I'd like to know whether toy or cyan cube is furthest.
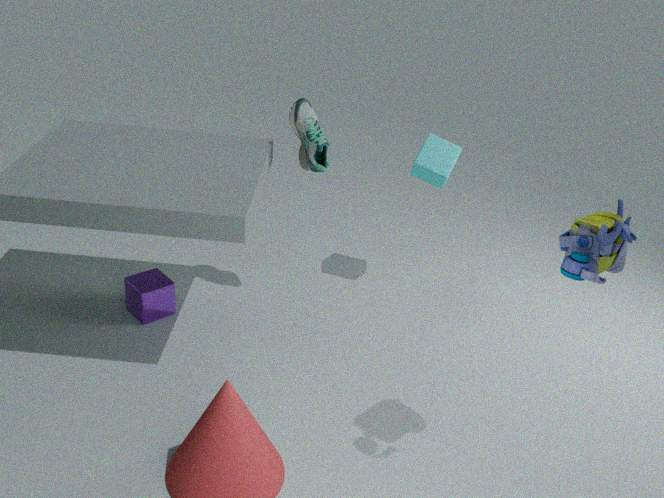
cyan cube
